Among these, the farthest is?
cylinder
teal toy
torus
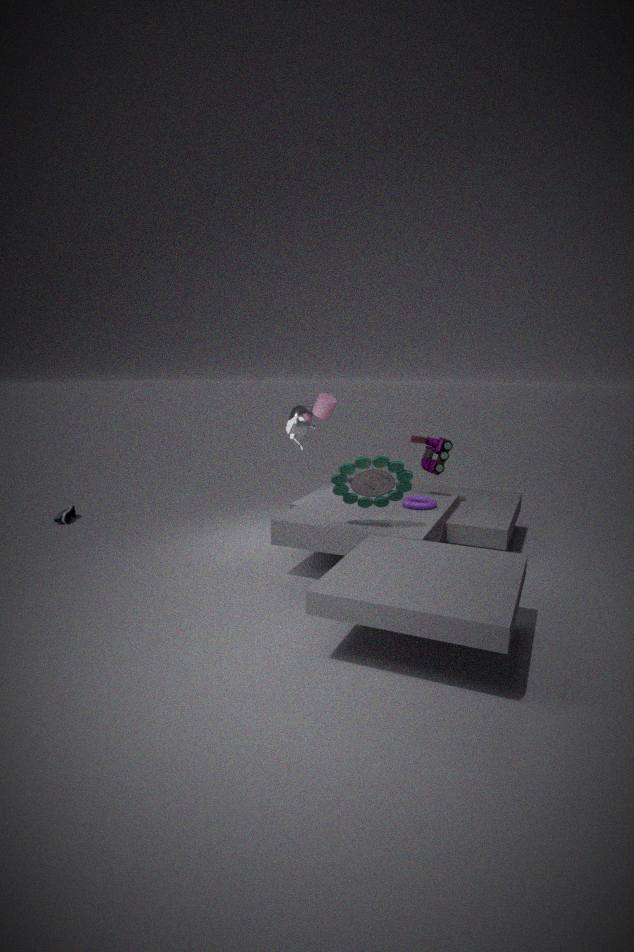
cylinder
